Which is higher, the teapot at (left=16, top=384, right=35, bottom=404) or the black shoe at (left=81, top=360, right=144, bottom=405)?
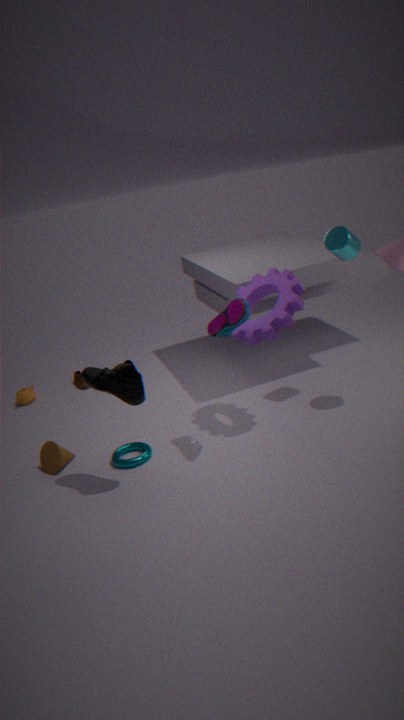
the black shoe at (left=81, top=360, right=144, bottom=405)
